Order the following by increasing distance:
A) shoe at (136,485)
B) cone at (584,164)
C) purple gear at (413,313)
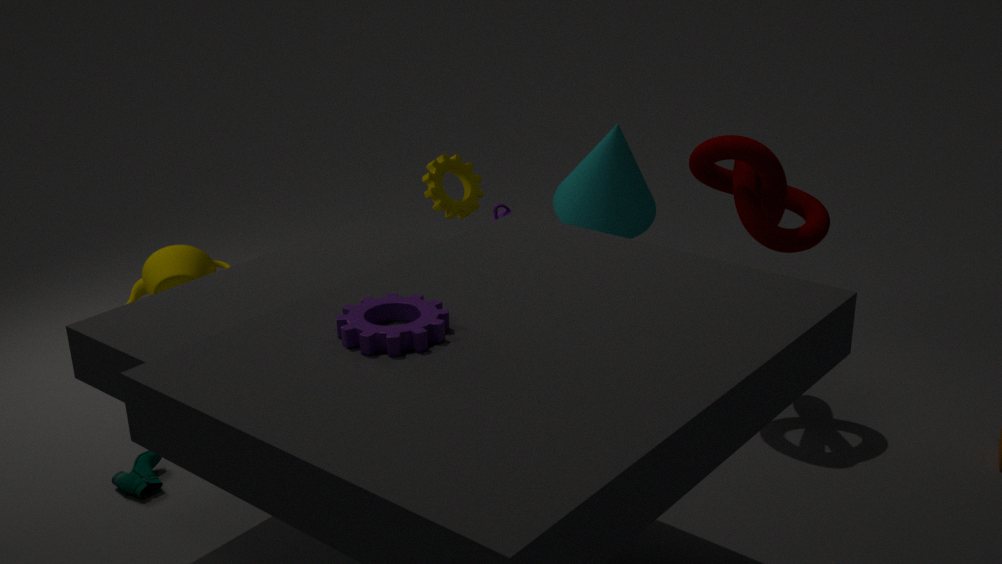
purple gear at (413,313) → shoe at (136,485) → cone at (584,164)
